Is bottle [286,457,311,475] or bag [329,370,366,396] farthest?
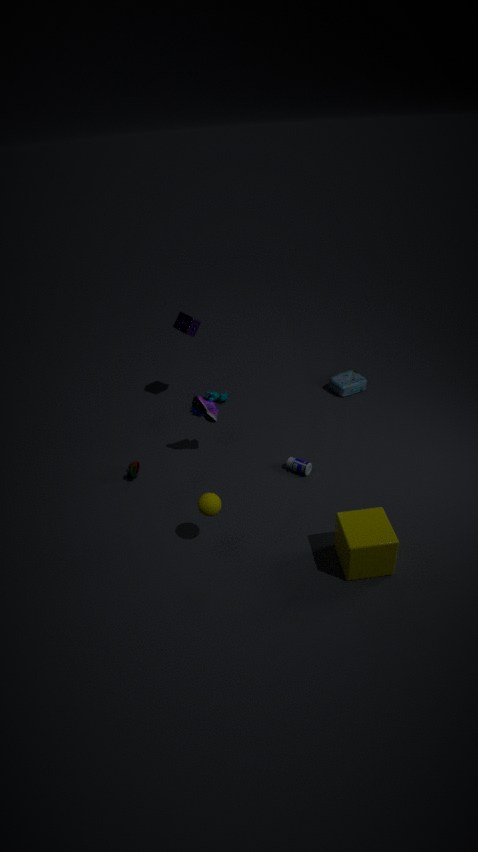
bag [329,370,366,396]
